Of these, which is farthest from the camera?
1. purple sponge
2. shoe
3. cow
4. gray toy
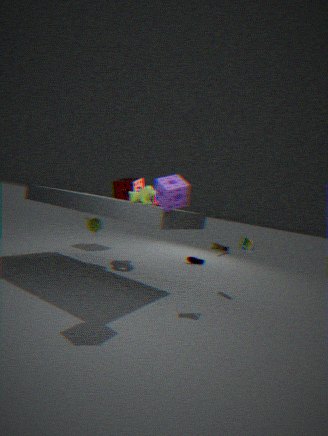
shoe
